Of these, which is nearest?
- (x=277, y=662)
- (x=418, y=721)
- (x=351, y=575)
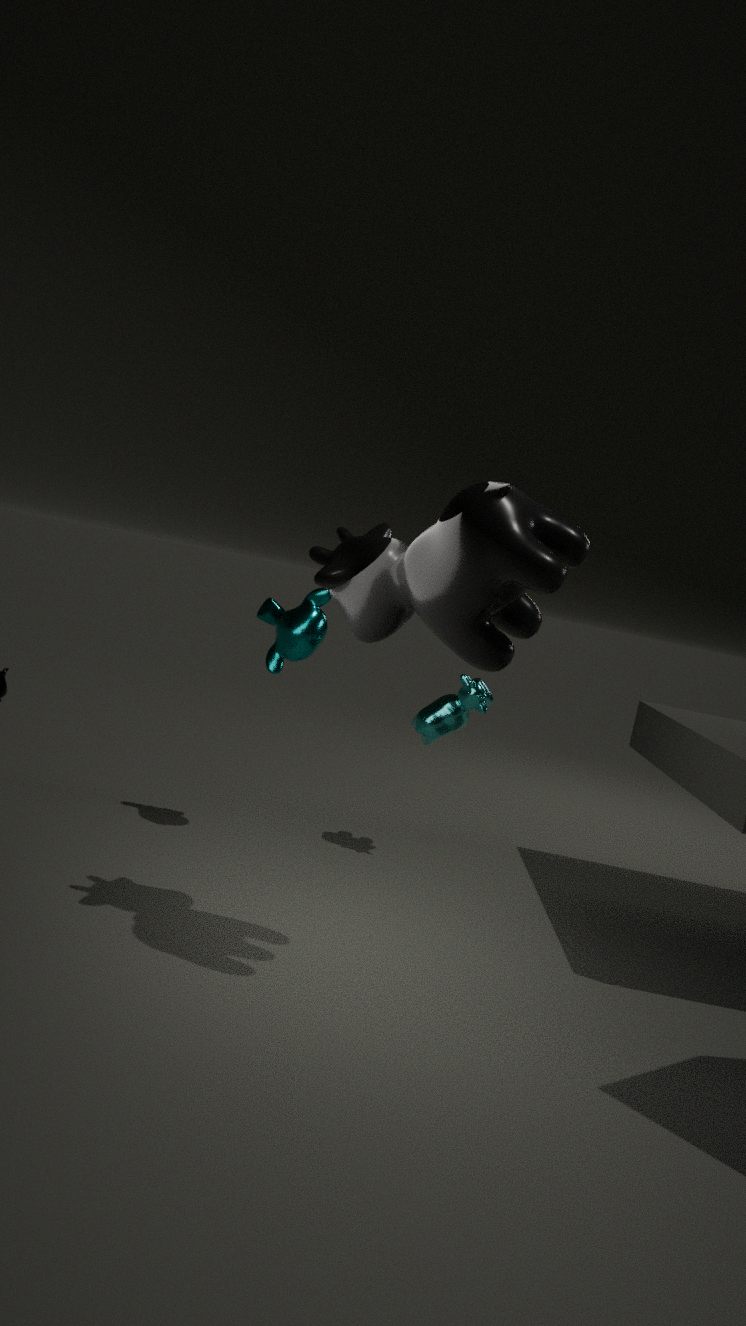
(x=351, y=575)
